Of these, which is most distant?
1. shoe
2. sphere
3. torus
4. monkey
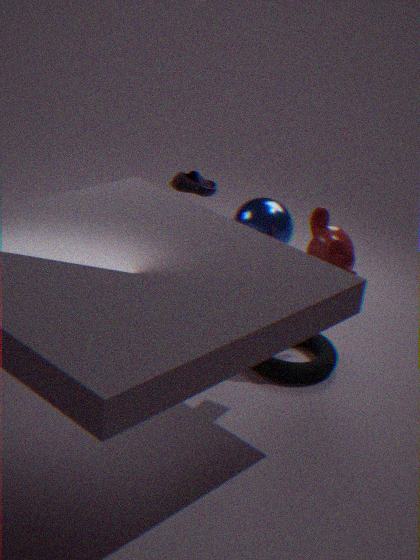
shoe
